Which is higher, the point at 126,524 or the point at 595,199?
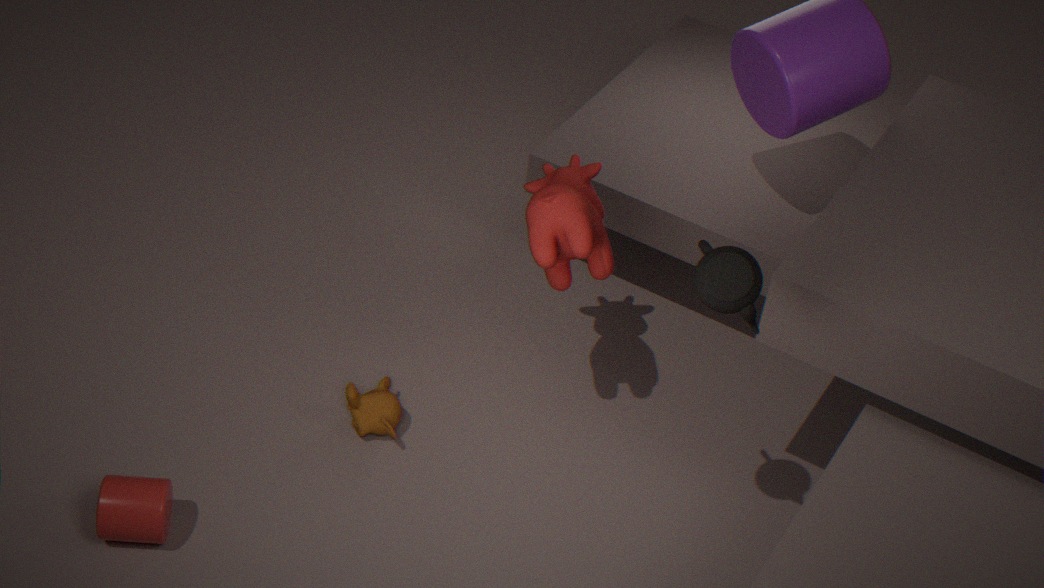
the point at 595,199
